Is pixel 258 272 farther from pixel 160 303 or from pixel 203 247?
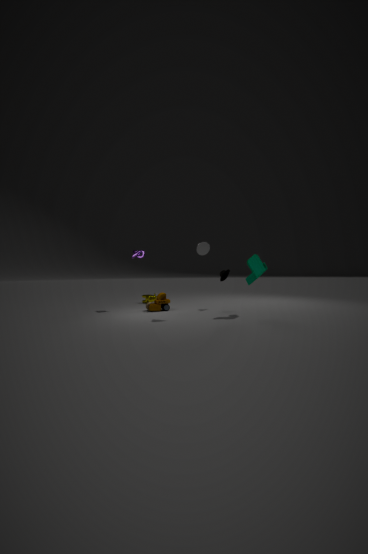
pixel 160 303
